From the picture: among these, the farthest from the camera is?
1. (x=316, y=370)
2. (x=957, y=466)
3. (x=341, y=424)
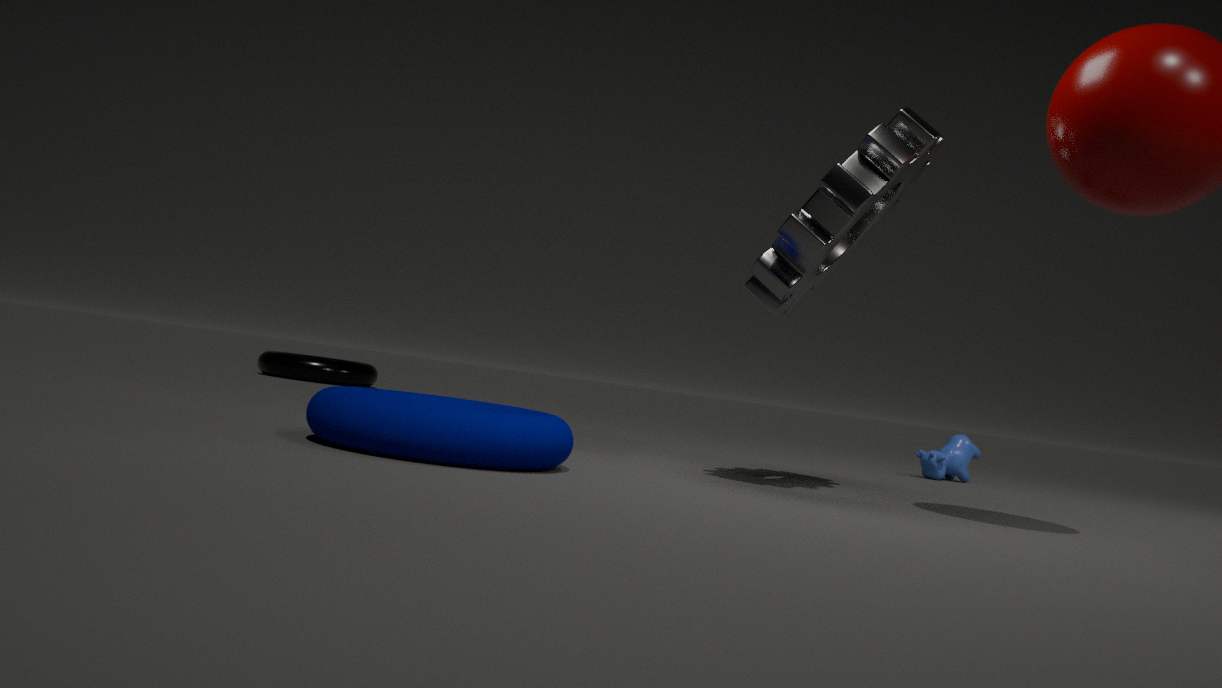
(x=316, y=370)
